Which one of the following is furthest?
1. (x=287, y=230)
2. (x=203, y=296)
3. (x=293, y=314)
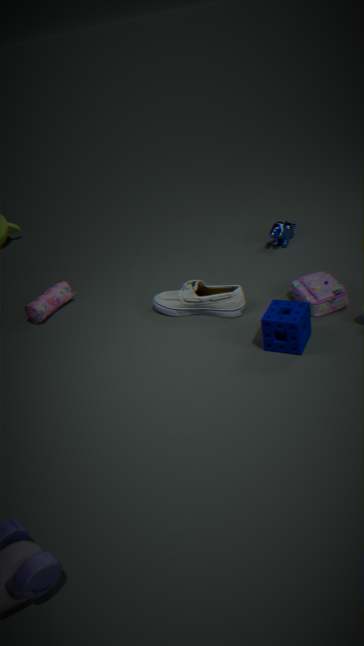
(x=287, y=230)
